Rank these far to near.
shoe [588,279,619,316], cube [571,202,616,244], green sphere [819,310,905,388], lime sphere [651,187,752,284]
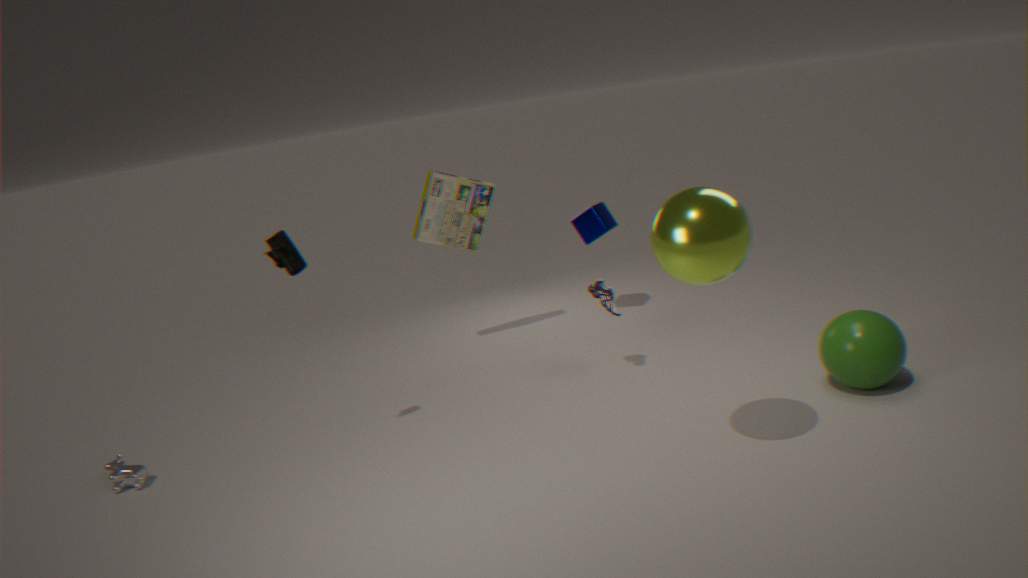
cube [571,202,616,244] < shoe [588,279,619,316] < green sphere [819,310,905,388] < lime sphere [651,187,752,284]
